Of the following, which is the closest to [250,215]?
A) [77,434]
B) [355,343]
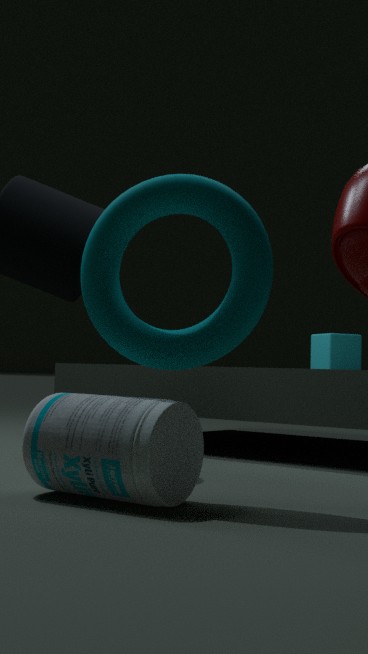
[77,434]
